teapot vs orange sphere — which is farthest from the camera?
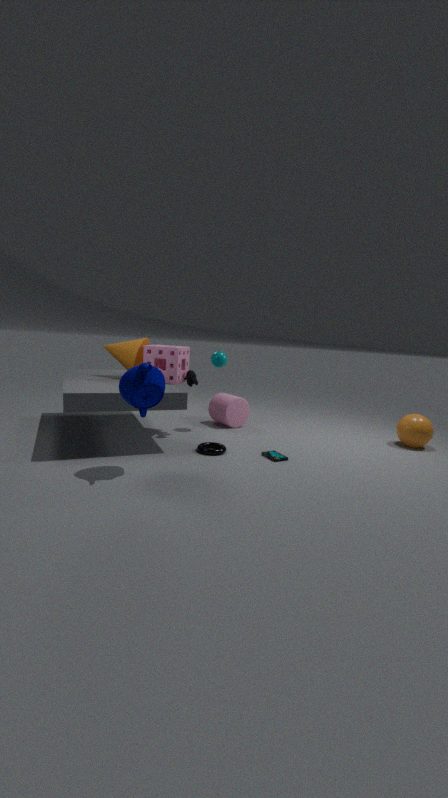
orange sphere
